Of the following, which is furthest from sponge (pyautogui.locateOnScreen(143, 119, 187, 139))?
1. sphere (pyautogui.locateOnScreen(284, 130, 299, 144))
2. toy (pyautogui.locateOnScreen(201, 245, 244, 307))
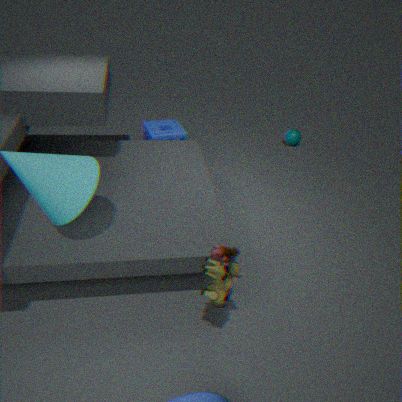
toy (pyautogui.locateOnScreen(201, 245, 244, 307))
